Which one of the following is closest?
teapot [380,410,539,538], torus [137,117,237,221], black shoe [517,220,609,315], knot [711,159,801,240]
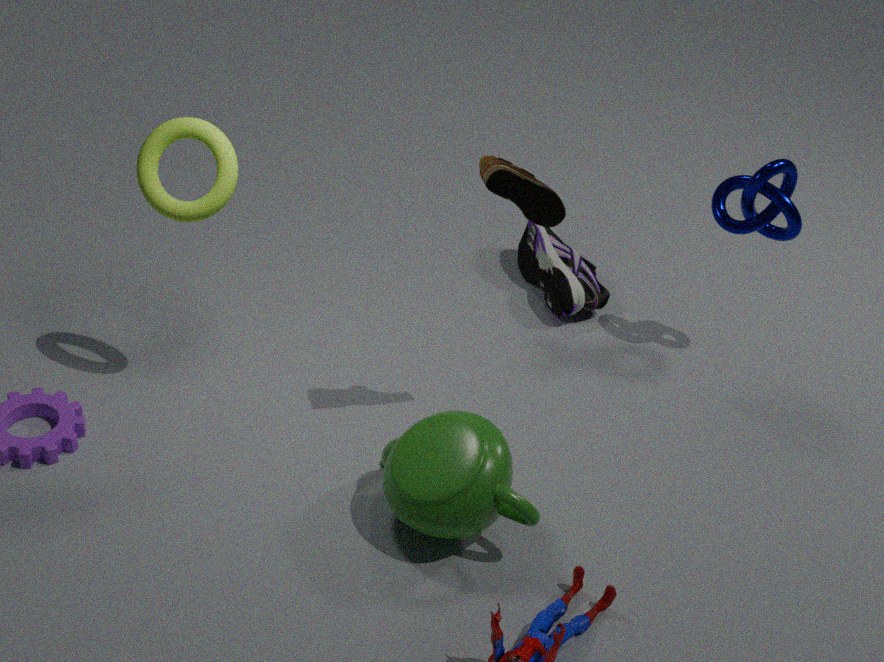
teapot [380,410,539,538]
